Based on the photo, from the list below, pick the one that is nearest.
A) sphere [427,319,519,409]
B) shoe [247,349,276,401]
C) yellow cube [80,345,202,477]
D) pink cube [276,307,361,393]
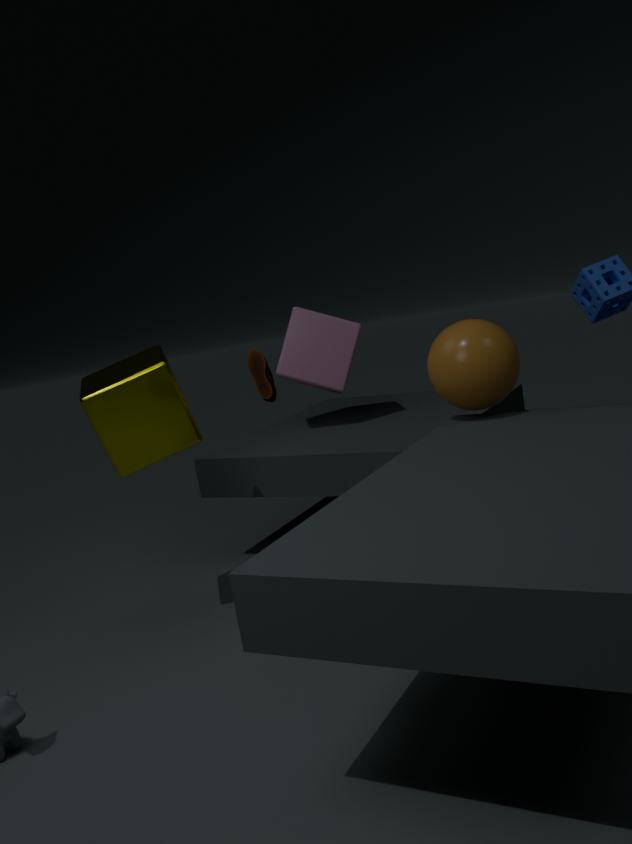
shoe [247,349,276,401]
